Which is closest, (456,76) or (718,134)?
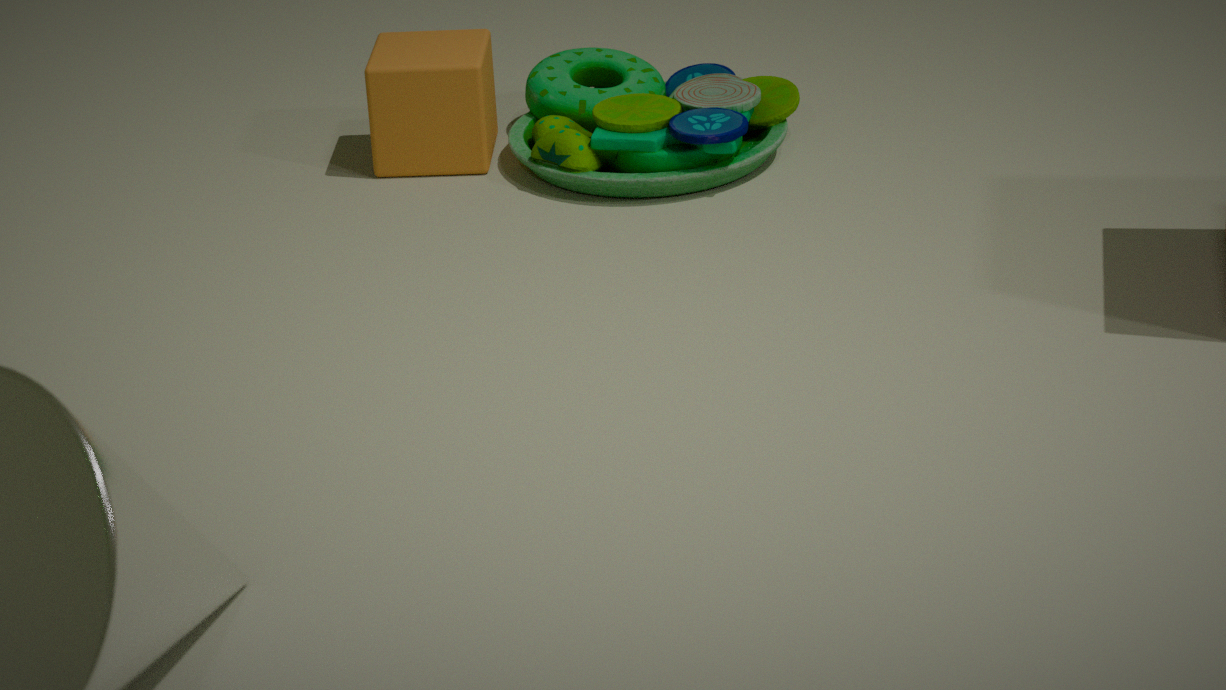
(718,134)
